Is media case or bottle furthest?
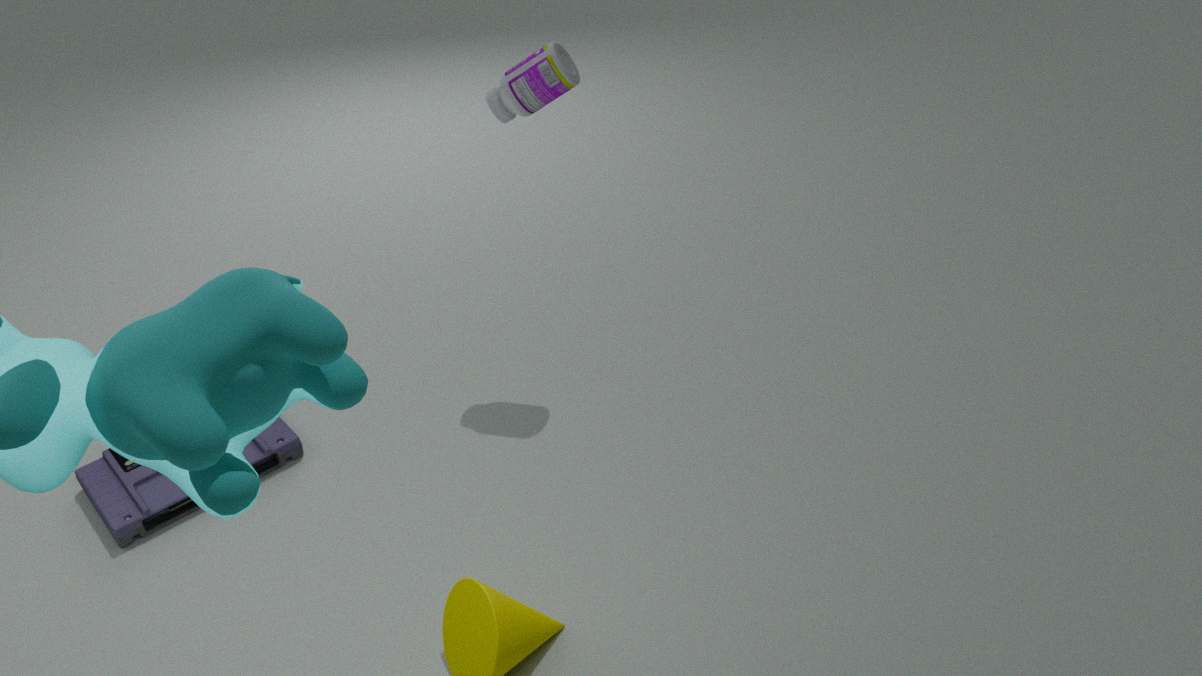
bottle
